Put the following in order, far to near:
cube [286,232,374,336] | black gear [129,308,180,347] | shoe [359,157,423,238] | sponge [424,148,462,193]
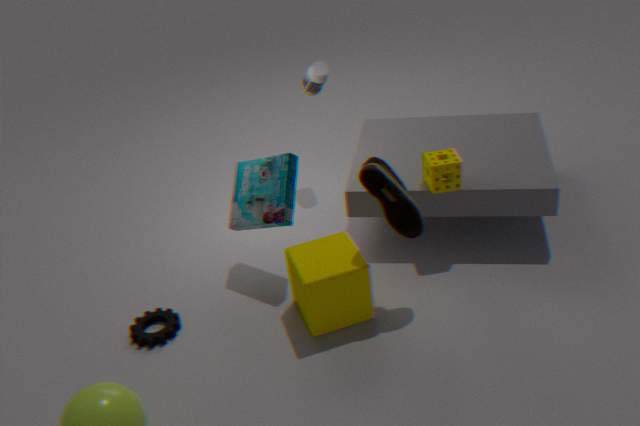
sponge [424,148,462,193] < black gear [129,308,180,347] < cube [286,232,374,336] < shoe [359,157,423,238]
